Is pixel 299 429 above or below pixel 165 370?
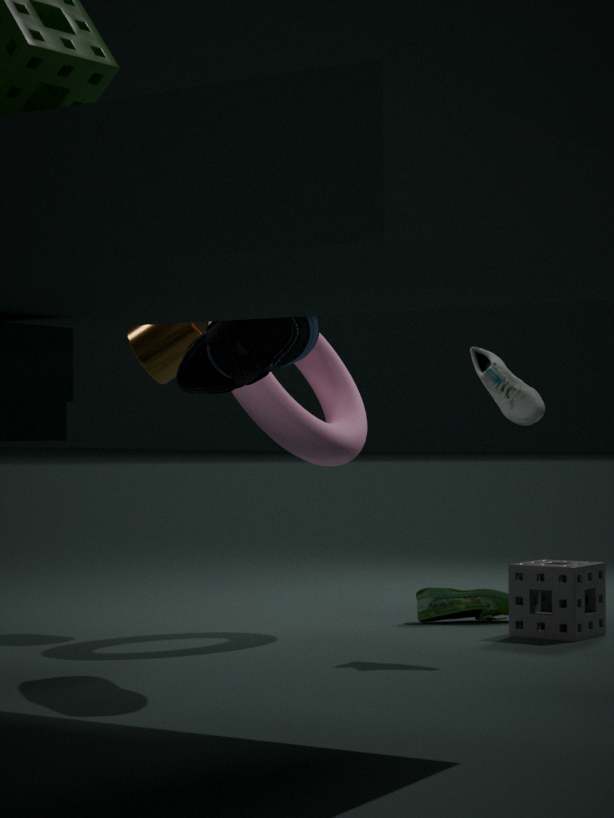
below
